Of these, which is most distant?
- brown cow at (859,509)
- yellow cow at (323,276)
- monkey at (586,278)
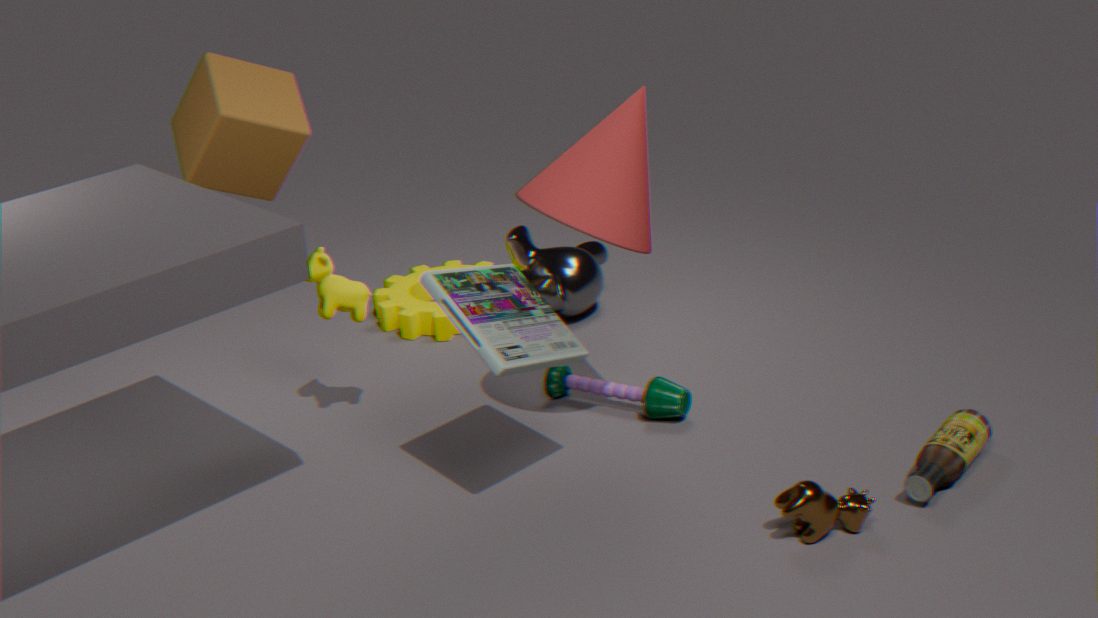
monkey at (586,278)
